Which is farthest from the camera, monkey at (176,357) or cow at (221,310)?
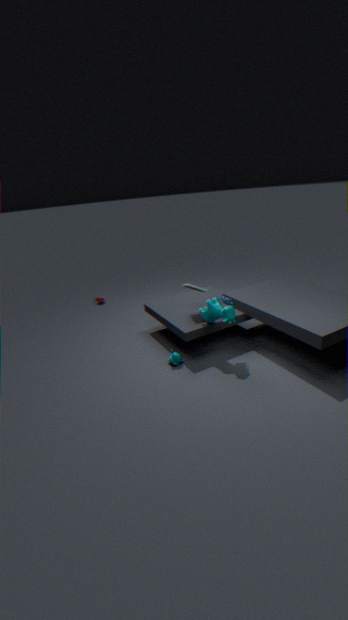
monkey at (176,357)
